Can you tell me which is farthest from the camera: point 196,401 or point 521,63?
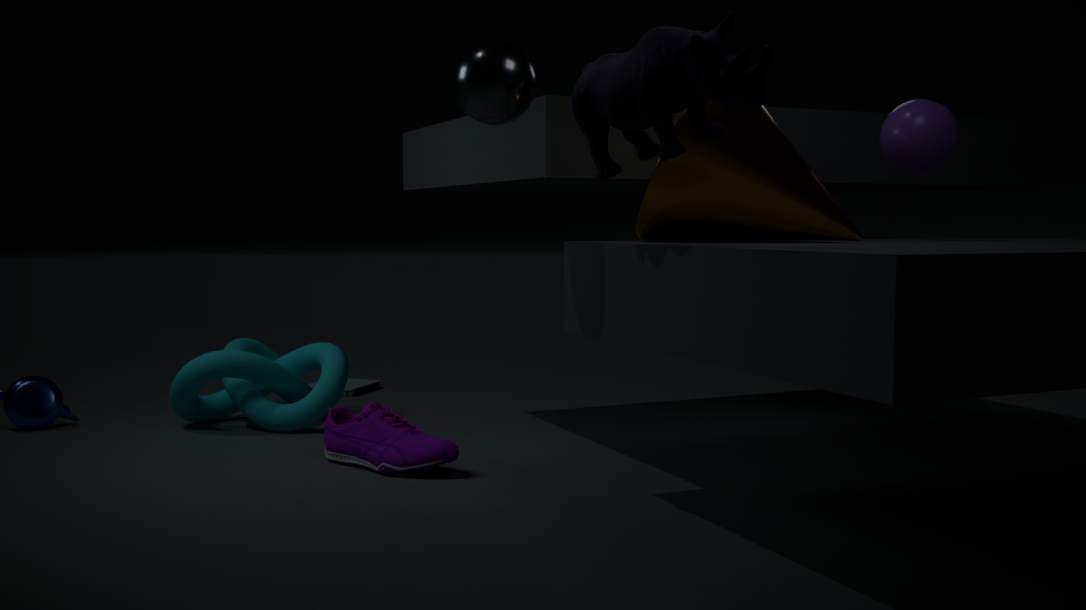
point 196,401
